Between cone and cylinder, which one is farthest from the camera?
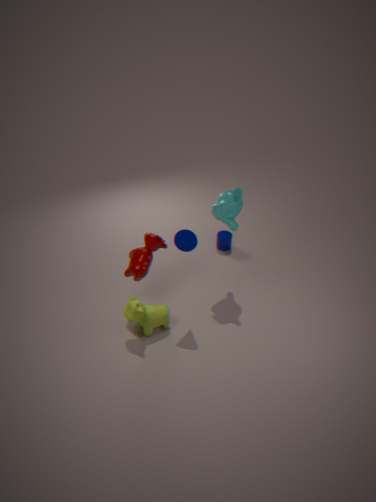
cylinder
